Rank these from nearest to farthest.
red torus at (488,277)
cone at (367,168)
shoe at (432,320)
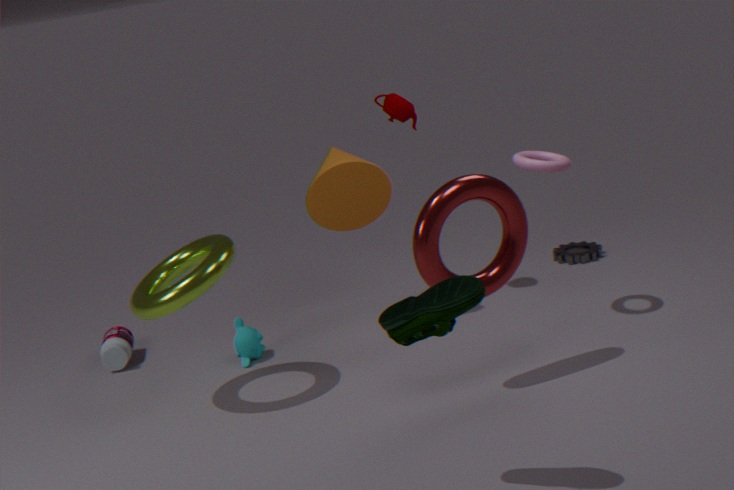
shoe at (432,320), red torus at (488,277), cone at (367,168)
